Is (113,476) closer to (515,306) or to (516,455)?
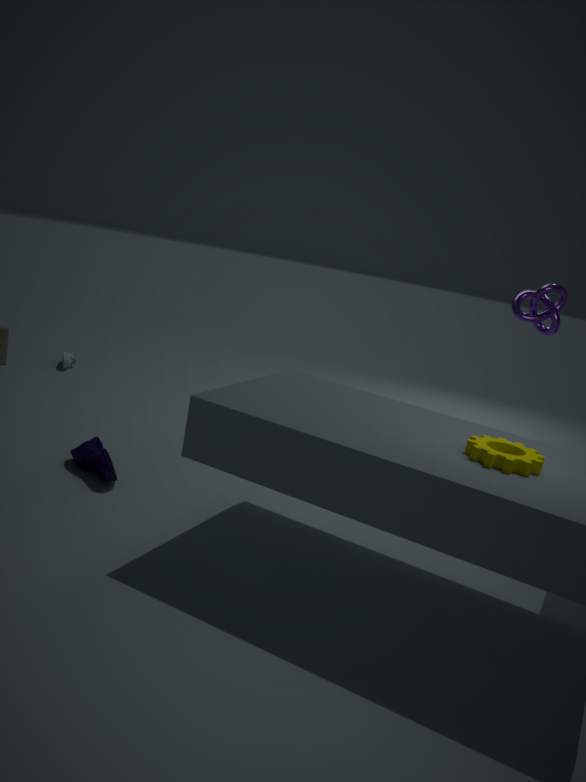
(516,455)
